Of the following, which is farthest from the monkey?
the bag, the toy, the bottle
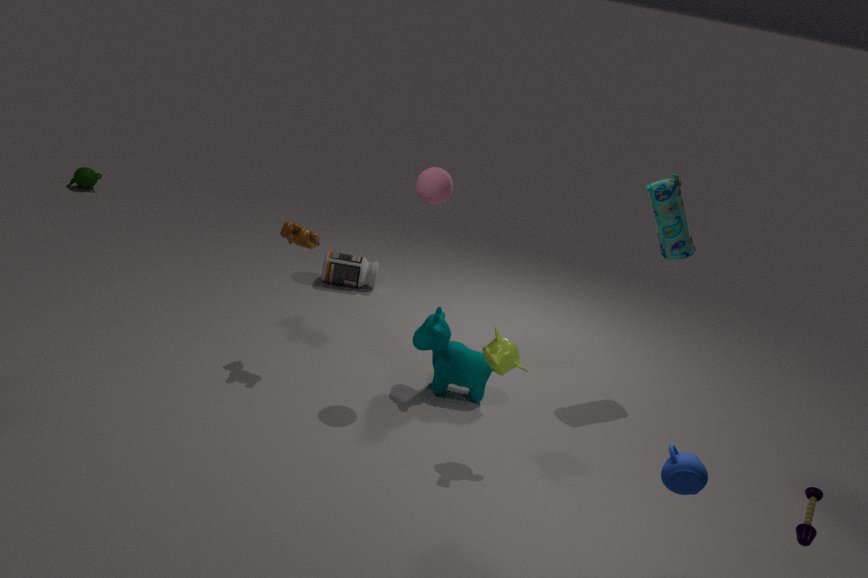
the bottle
